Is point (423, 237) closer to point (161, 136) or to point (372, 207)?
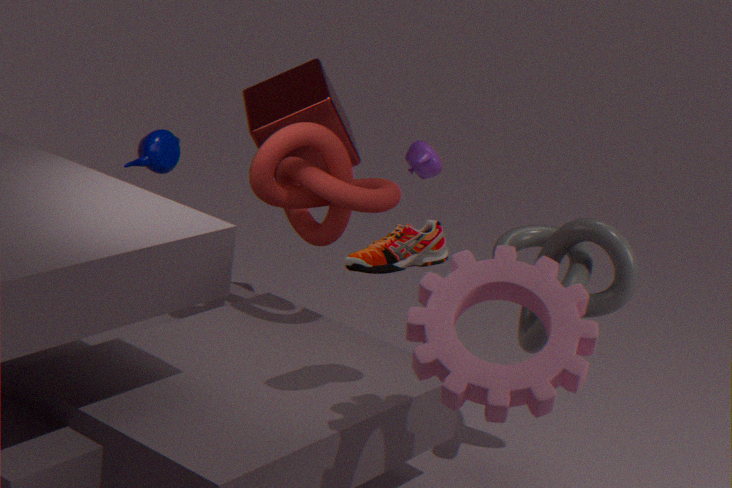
point (372, 207)
